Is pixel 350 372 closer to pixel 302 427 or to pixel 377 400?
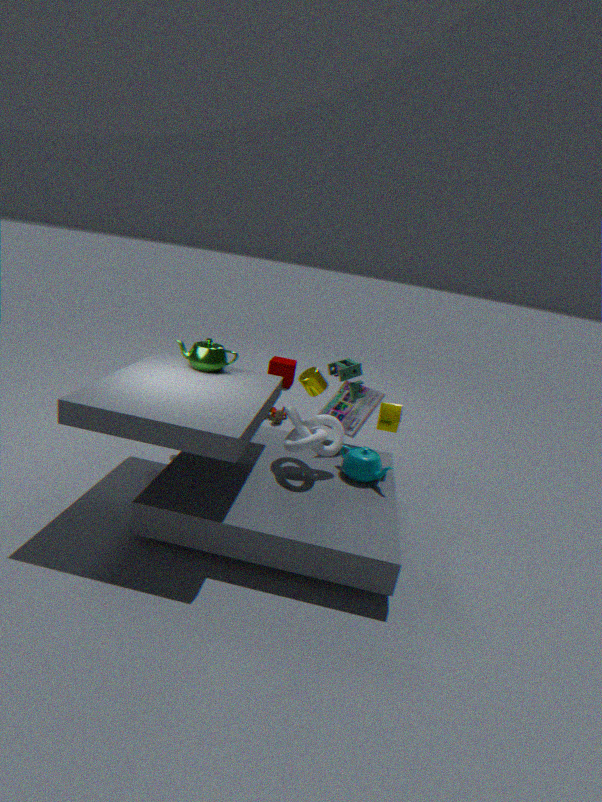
pixel 377 400
